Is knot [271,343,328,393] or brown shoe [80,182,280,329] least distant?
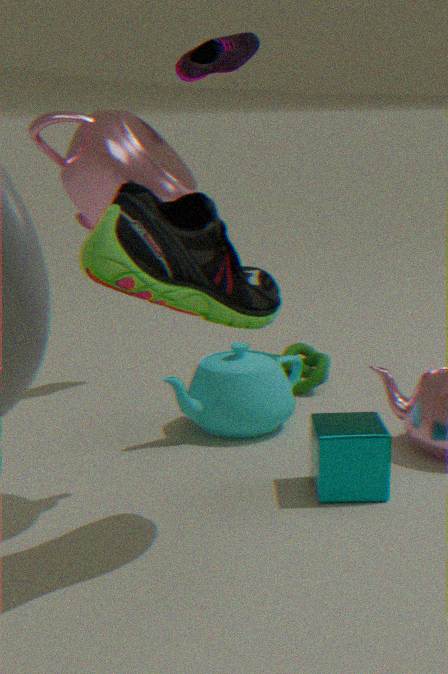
brown shoe [80,182,280,329]
